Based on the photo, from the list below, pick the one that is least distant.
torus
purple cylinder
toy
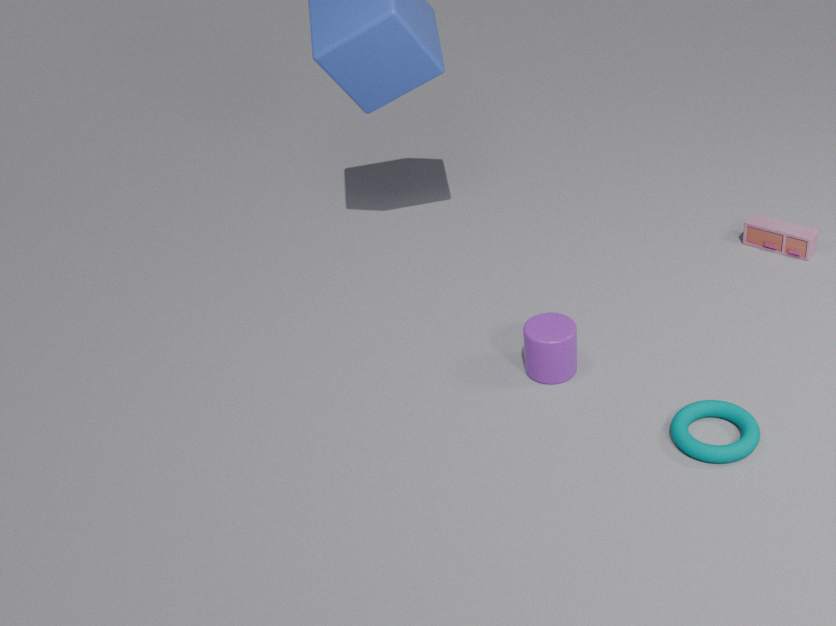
torus
